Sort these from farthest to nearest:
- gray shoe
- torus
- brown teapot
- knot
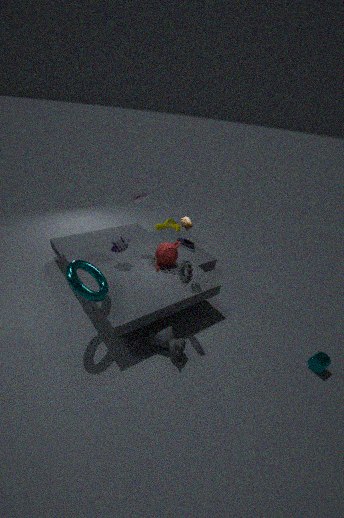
knot < gray shoe < brown teapot < torus
